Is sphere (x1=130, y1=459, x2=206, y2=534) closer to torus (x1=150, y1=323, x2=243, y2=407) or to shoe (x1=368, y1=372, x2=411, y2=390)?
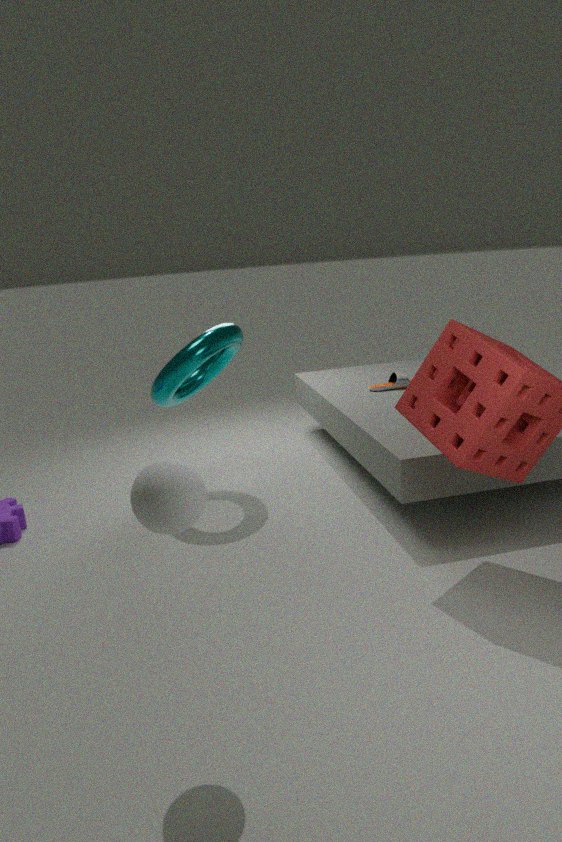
torus (x1=150, y1=323, x2=243, y2=407)
